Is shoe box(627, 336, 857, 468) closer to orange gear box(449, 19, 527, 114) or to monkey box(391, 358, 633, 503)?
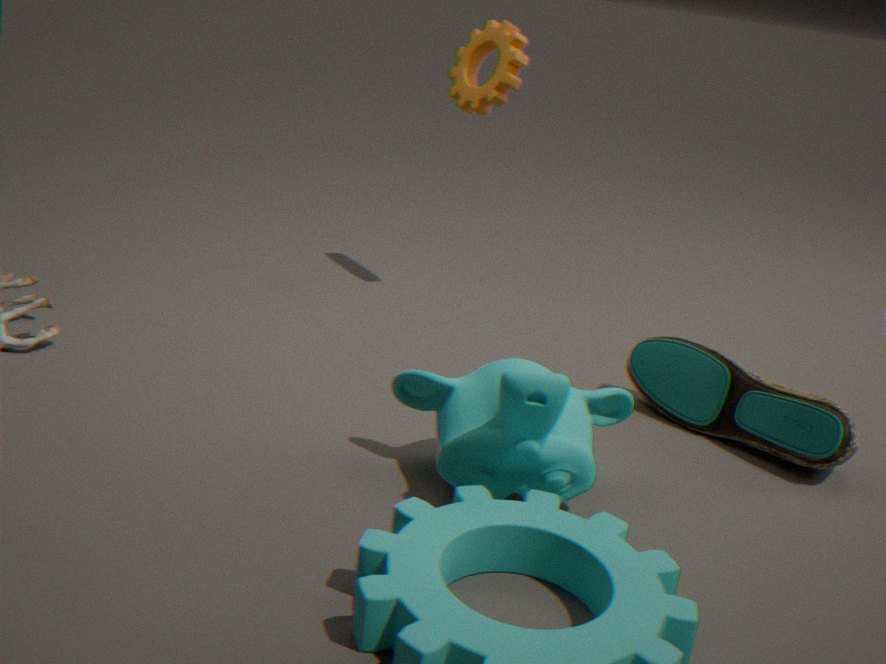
monkey box(391, 358, 633, 503)
